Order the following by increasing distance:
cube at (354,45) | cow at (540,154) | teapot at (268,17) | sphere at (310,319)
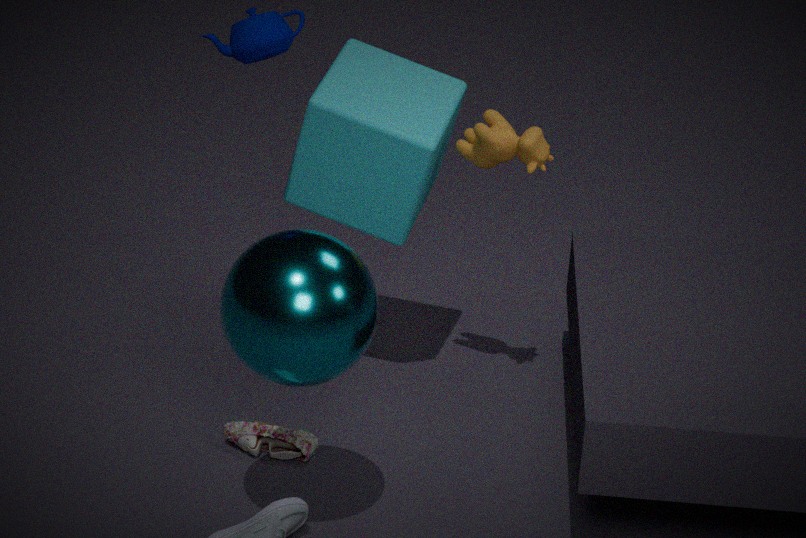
sphere at (310,319) < teapot at (268,17) < cube at (354,45) < cow at (540,154)
